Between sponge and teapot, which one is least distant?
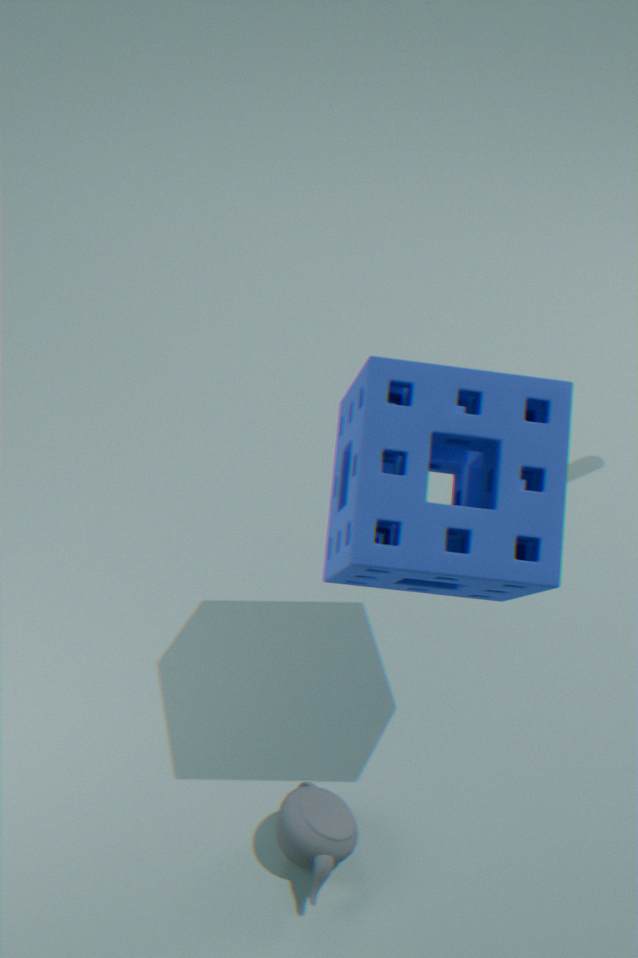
sponge
